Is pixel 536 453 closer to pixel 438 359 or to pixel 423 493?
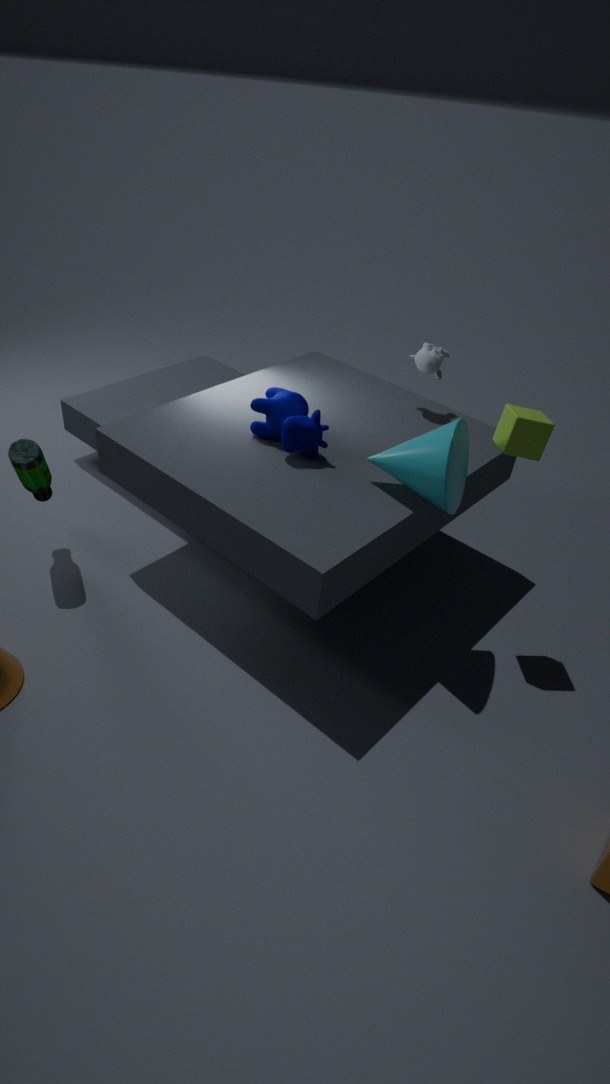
pixel 423 493
